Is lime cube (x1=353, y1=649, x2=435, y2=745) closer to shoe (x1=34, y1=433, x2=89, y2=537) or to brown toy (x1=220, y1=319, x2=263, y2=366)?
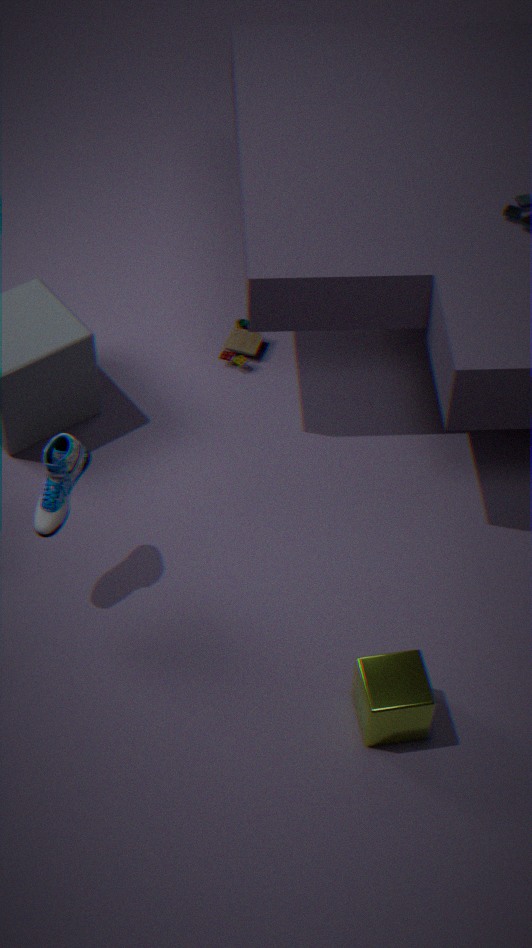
shoe (x1=34, y1=433, x2=89, y2=537)
